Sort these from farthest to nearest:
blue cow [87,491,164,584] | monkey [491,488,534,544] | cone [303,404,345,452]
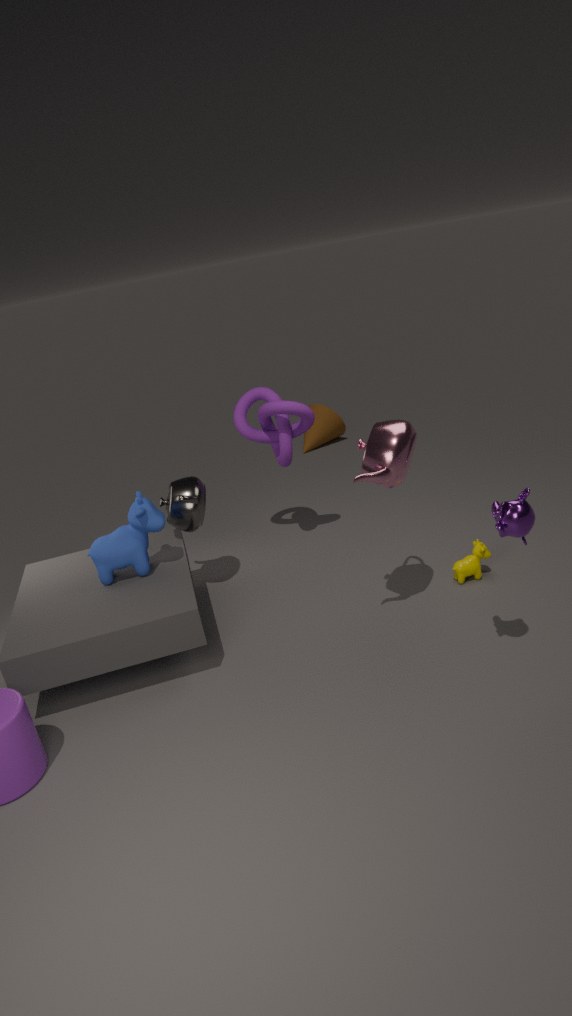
cone [303,404,345,452]
blue cow [87,491,164,584]
monkey [491,488,534,544]
